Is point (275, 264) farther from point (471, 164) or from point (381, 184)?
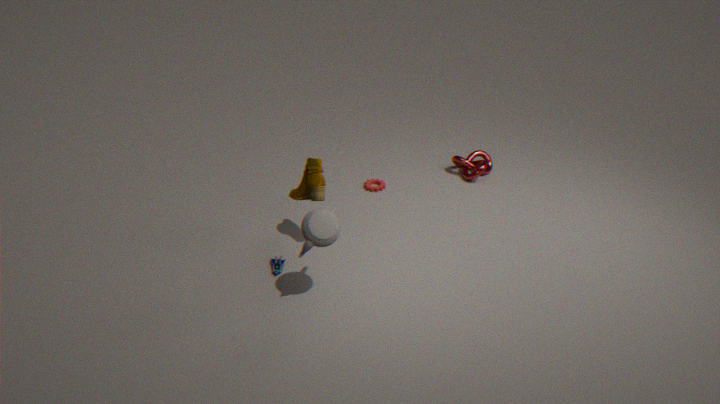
point (471, 164)
